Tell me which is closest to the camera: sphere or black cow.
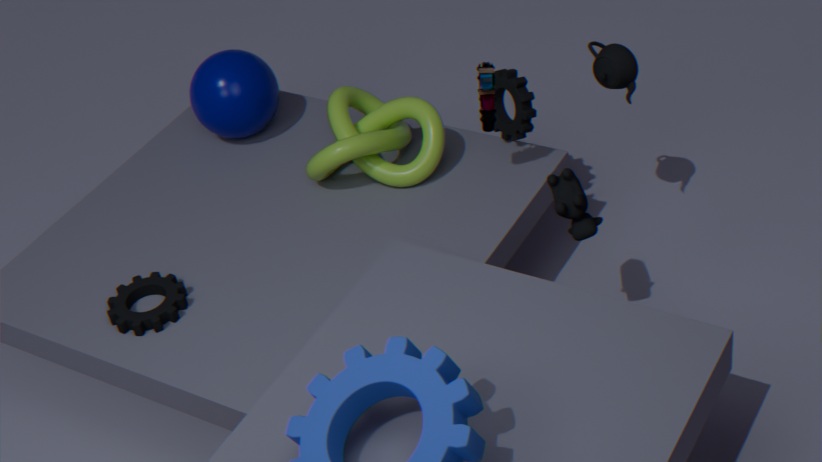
black cow
